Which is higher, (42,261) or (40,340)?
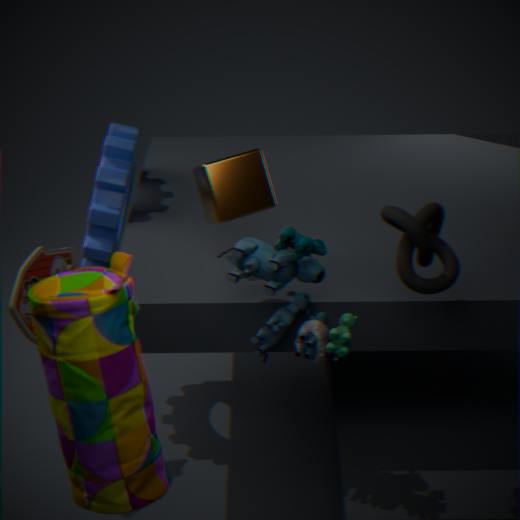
(40,340)
